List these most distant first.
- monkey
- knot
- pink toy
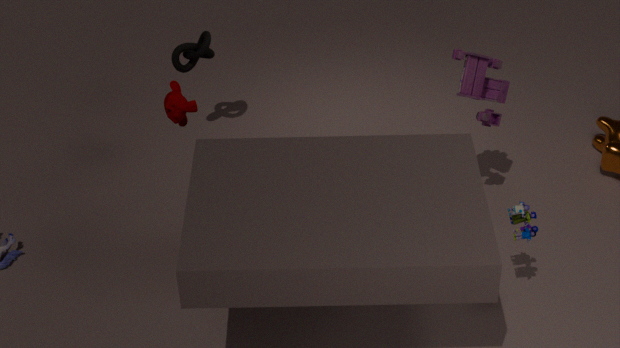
1. knot
2. monkey
3. pink toy
